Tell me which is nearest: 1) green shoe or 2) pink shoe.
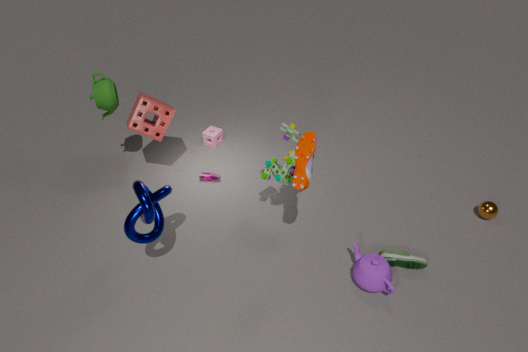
1. green shoe
